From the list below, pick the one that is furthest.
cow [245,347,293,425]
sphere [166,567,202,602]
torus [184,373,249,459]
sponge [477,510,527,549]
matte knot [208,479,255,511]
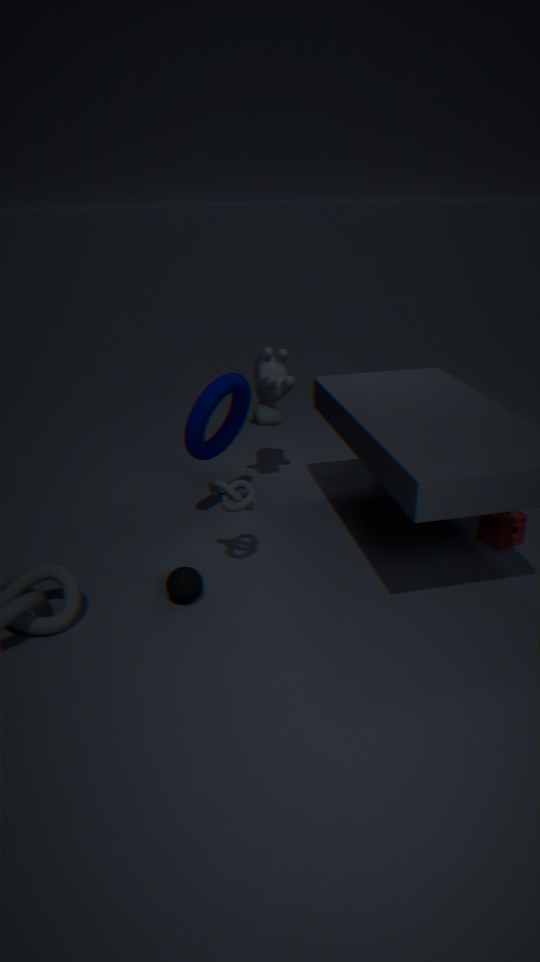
cow [245,347,293,425]
